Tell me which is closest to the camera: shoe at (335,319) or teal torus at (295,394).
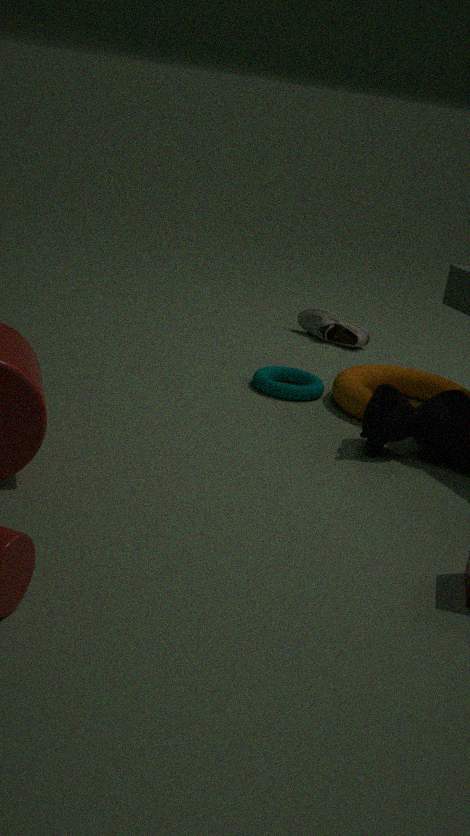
teal torus at (295,394)
